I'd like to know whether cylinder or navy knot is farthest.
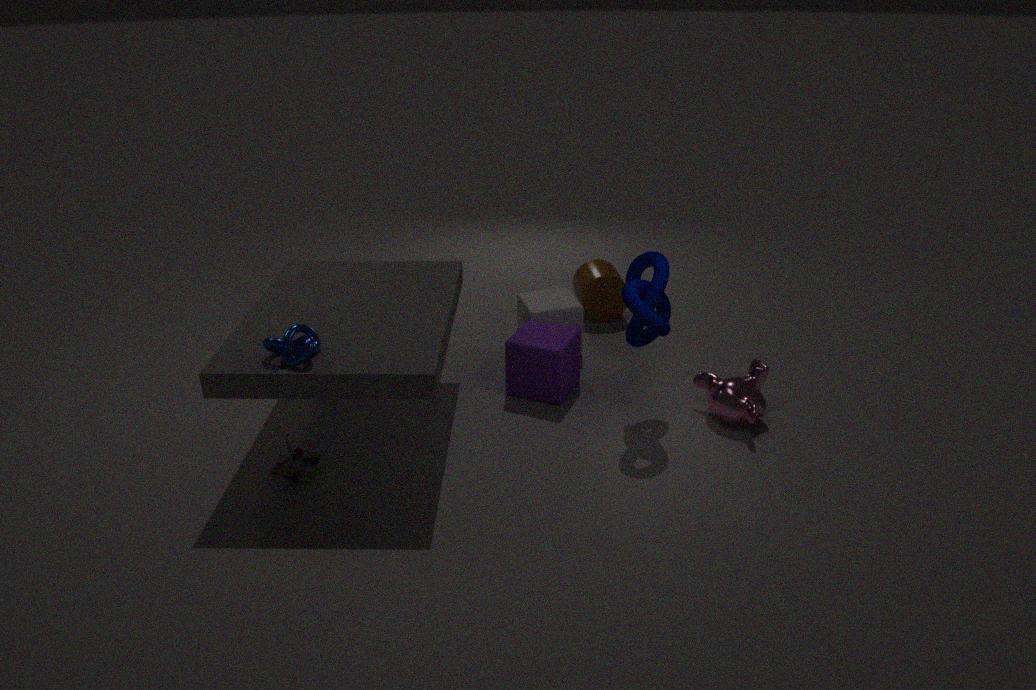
cylinder
